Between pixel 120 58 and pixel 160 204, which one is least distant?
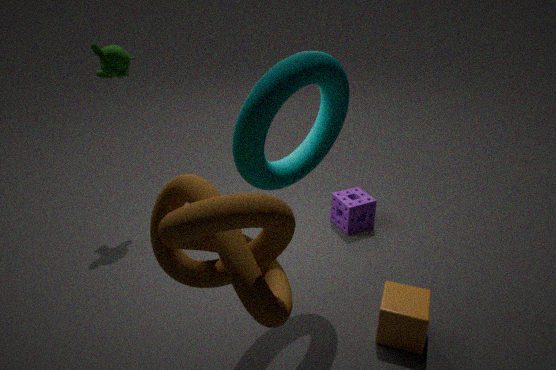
pixel 160 204
